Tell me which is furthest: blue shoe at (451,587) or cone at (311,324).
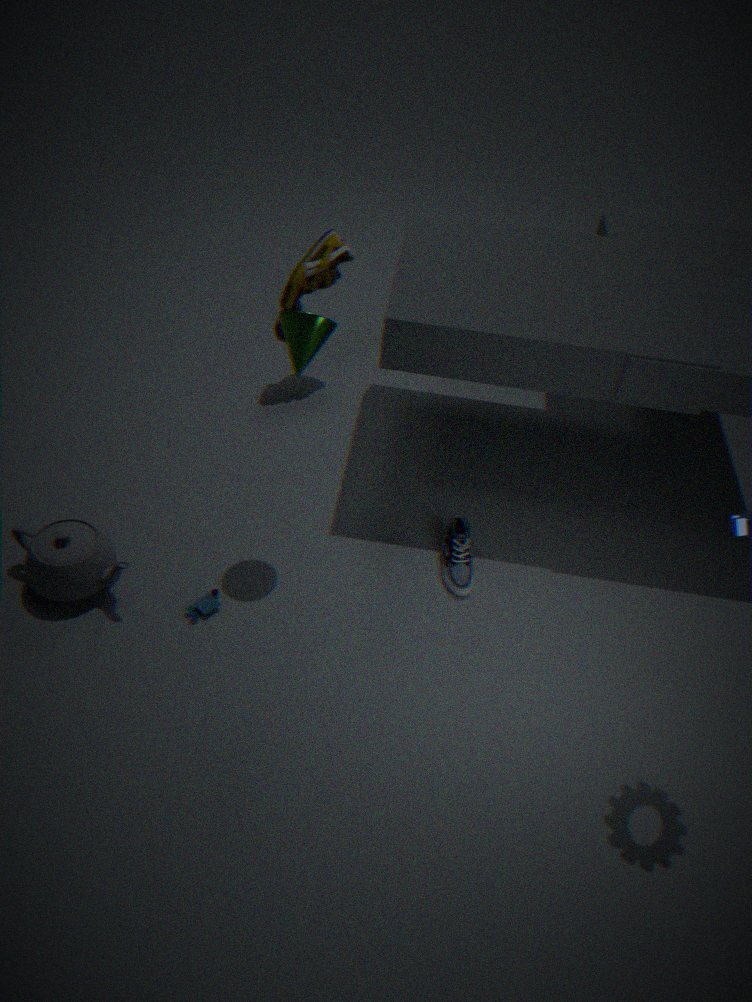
blue shoe at (451,587)
